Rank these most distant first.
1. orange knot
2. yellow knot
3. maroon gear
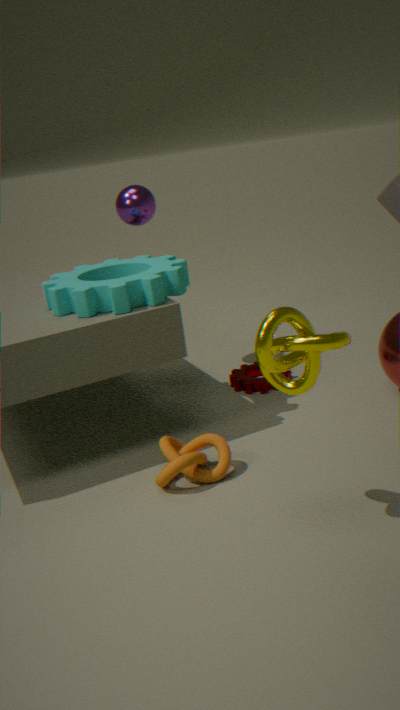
maroon gear < orange knot < yellow knot
